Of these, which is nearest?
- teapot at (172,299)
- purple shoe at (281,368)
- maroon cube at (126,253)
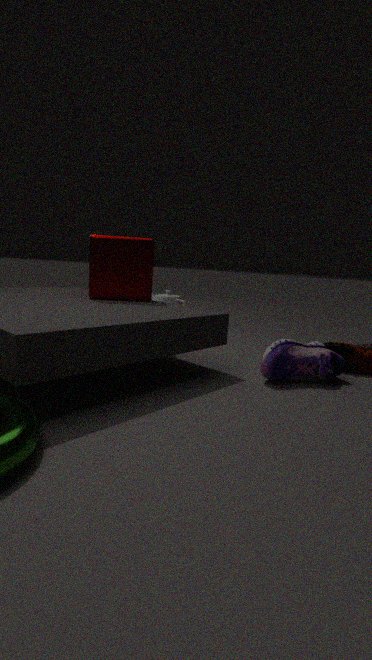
purple shoe at (281,368)
